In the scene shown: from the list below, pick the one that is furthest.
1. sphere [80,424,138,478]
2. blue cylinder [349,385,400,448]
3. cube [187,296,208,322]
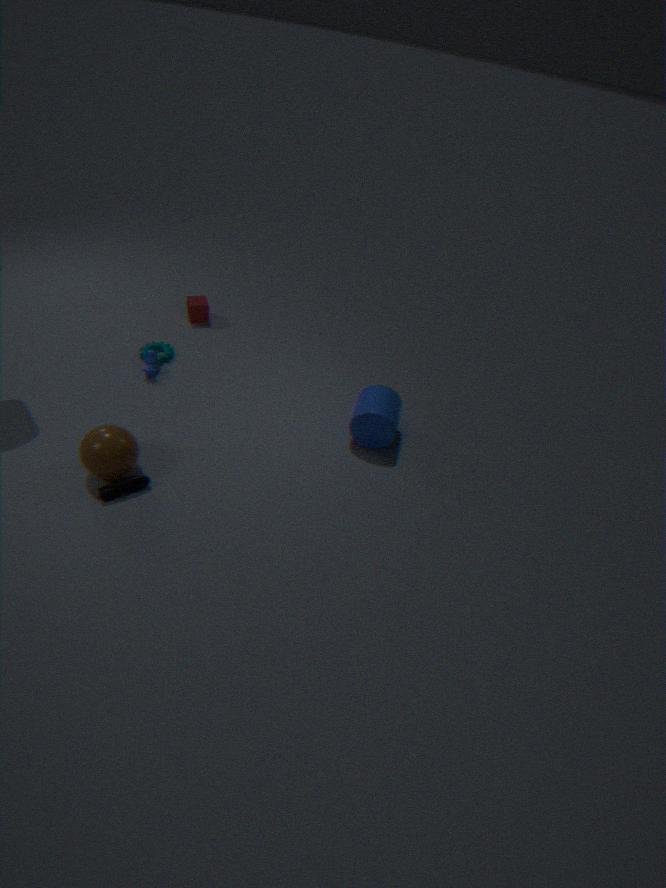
cube [187,296,208,322]
